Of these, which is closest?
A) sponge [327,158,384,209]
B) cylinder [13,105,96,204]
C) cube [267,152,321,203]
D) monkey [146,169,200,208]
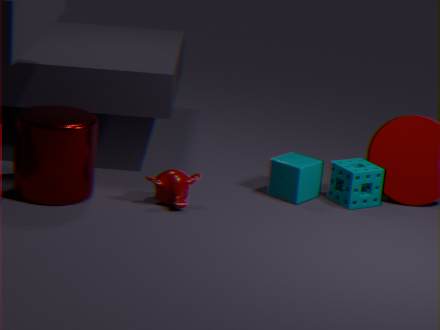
cylinder [13,105,96,204]
